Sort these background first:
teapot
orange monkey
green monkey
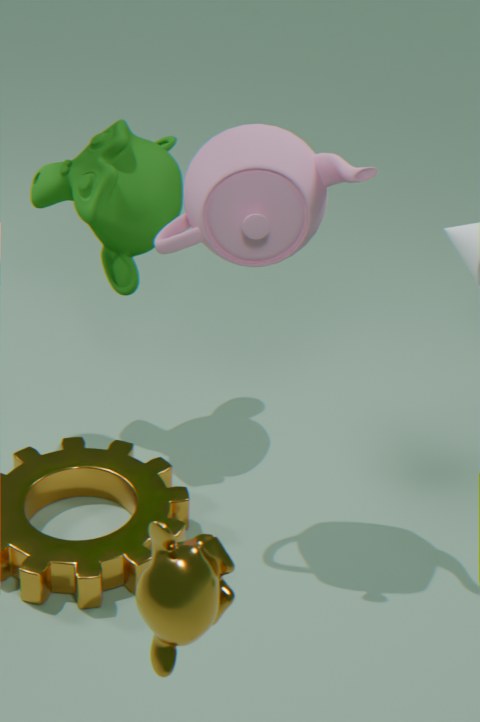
green monkey < teapot < orange monkey
